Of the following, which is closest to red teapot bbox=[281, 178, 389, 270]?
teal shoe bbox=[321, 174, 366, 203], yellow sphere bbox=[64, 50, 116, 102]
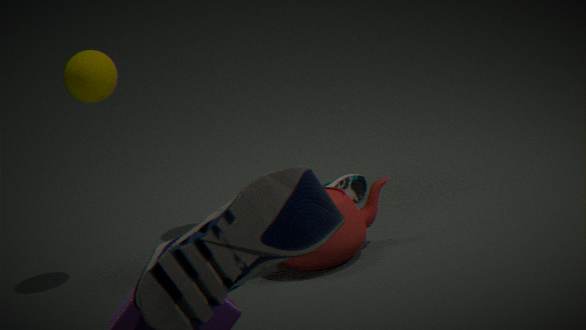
teal shoe bbox=[321, 174, 366, 203]
